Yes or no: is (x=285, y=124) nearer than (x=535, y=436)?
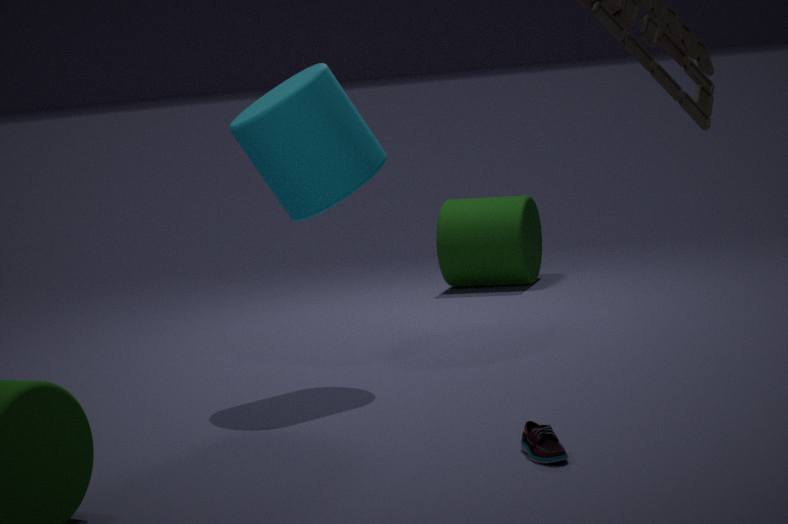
No
